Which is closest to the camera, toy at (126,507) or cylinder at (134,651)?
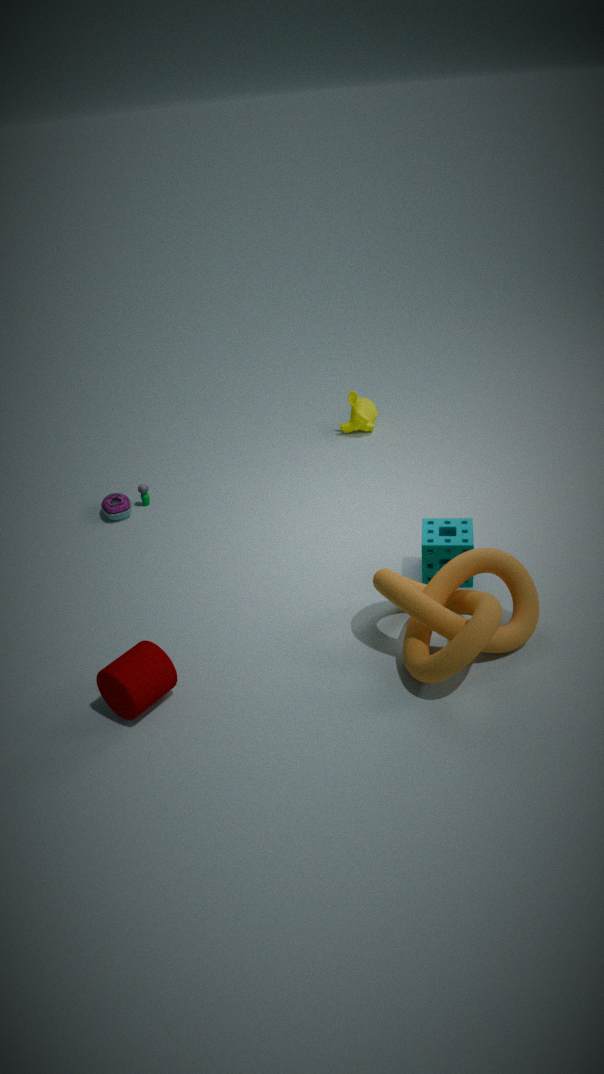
cylinder at (134,651)
